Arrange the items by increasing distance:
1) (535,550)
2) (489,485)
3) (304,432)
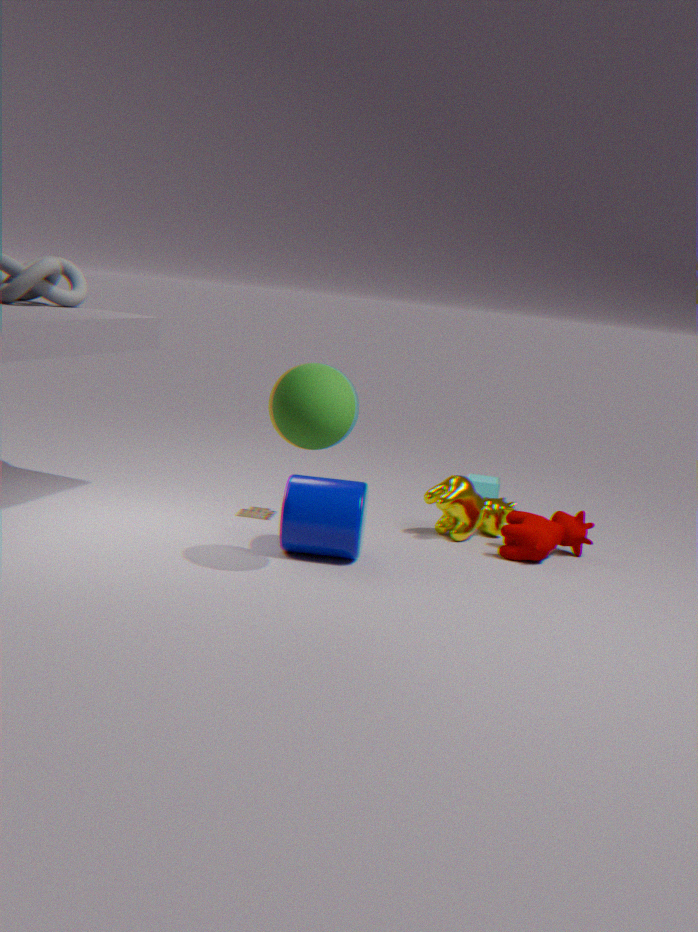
3. (304,432)
1. (535,550)
2. (489,485)
